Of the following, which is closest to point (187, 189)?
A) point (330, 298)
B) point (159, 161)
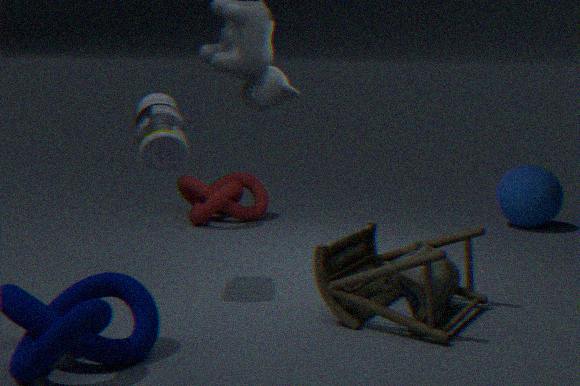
point (159, 161)
